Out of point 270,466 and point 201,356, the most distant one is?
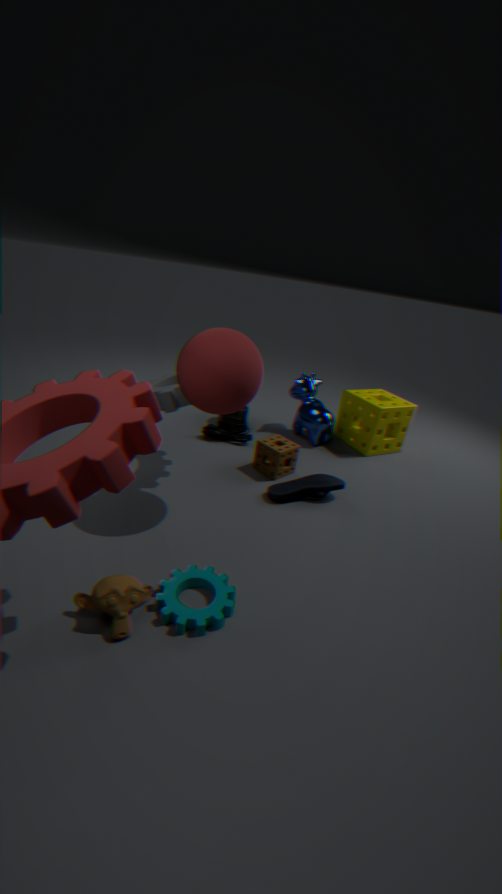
point 270,466
